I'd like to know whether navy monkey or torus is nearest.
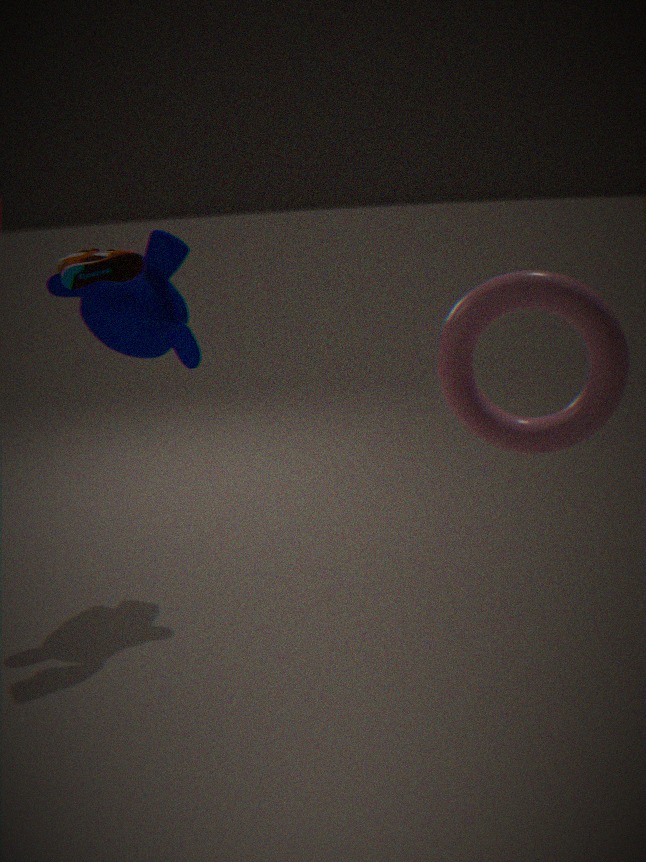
torus
